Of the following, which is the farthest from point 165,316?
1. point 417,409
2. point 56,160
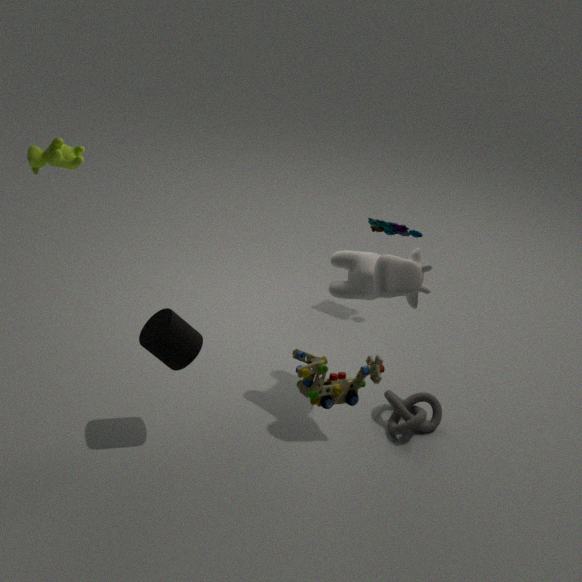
point 417,409
